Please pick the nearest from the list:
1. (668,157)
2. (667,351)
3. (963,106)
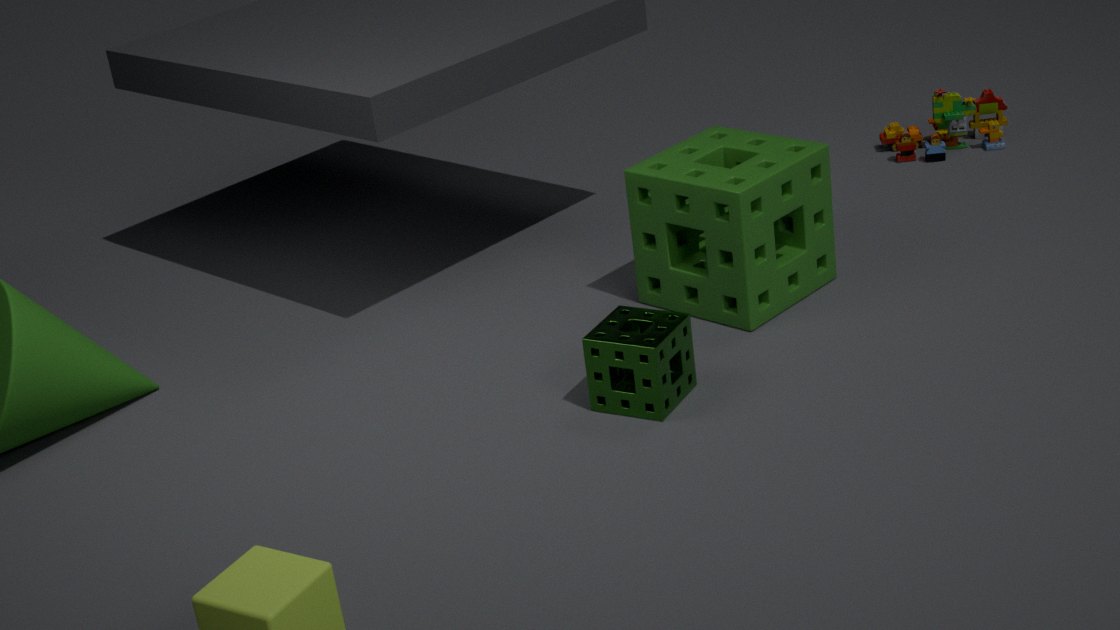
(667,351)
